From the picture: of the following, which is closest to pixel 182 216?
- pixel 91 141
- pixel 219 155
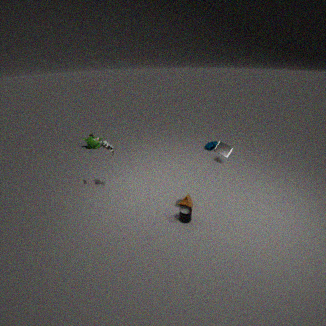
pixel 219 155
